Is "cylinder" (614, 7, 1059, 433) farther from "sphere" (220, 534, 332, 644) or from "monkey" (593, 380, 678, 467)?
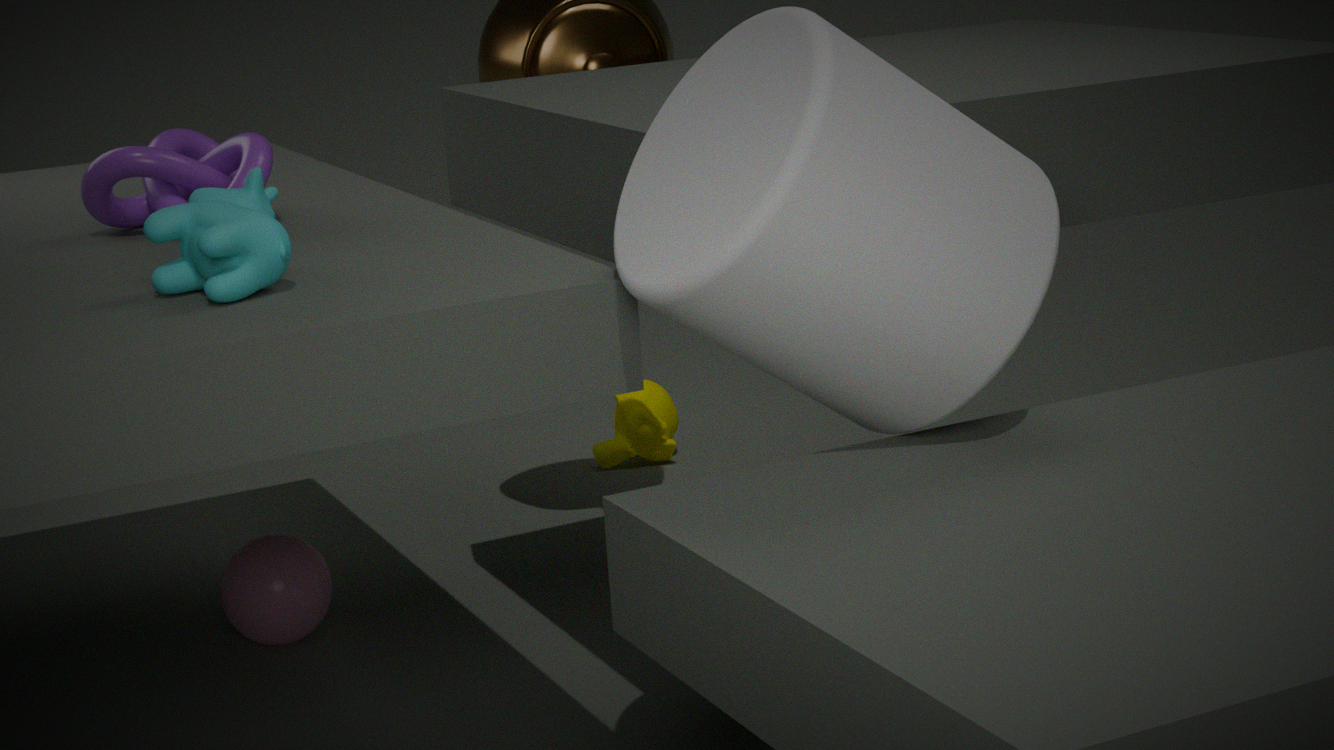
"monkey" (593, 380, 678, 467)
